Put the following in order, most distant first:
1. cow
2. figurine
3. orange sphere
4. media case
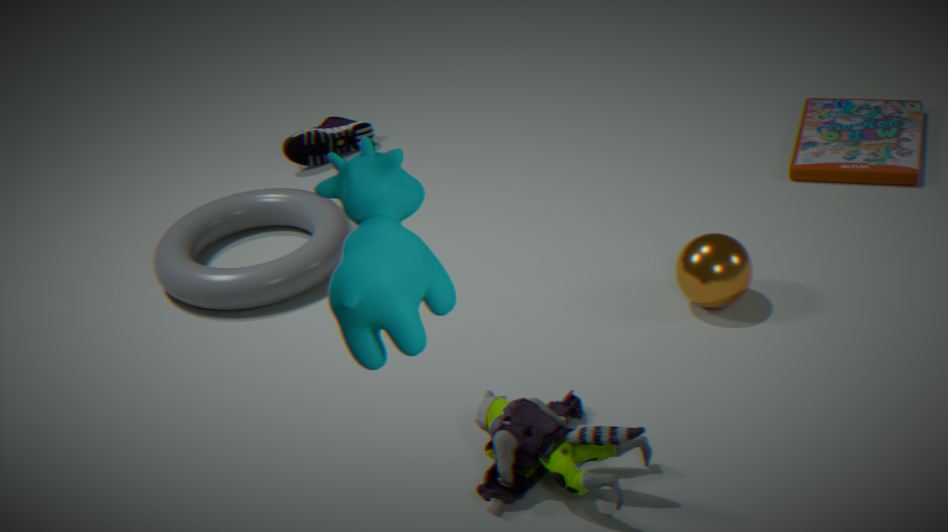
1. media case
2. orange sphere
3. figurine
4. cow
